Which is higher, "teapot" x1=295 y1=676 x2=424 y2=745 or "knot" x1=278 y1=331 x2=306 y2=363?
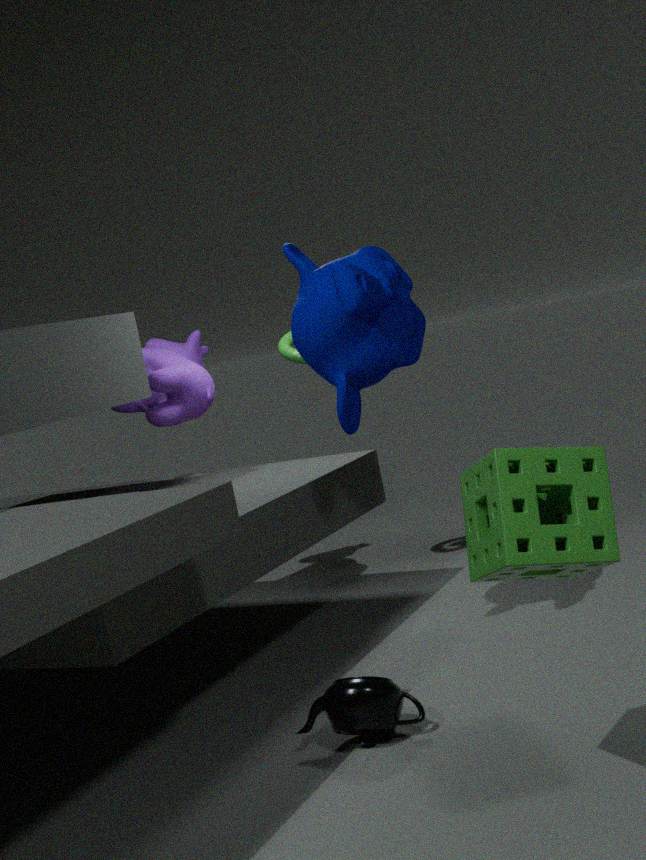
"knot" x1=278 y1=331 x2=306 y2=363
